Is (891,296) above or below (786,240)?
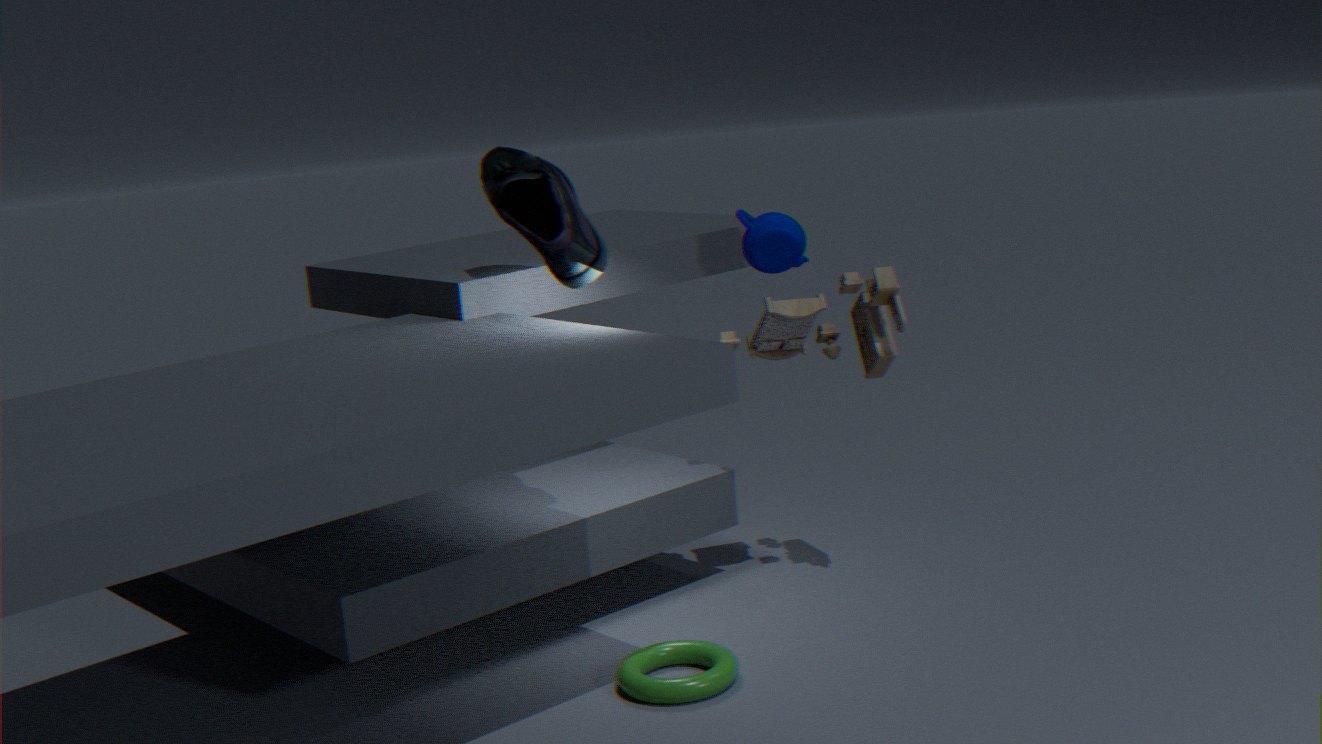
below
